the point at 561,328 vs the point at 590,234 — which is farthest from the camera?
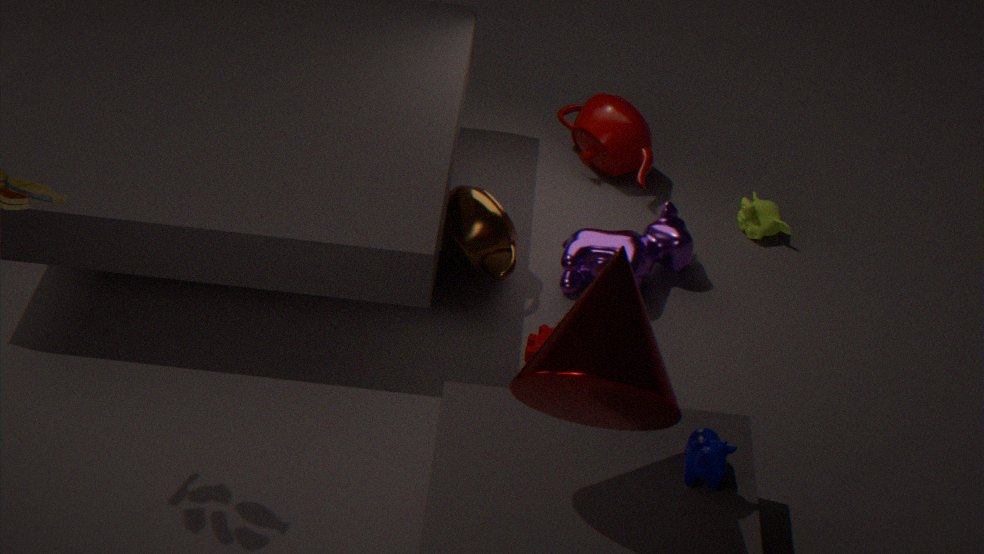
the point at 590,234
